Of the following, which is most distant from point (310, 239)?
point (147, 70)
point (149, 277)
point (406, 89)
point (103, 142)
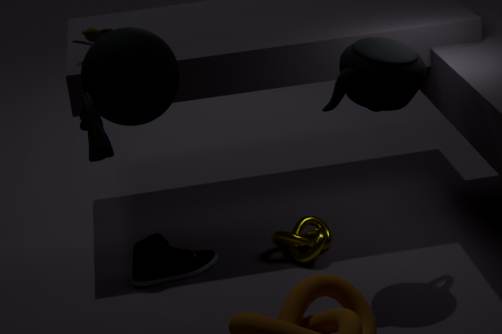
point (103, 142)
